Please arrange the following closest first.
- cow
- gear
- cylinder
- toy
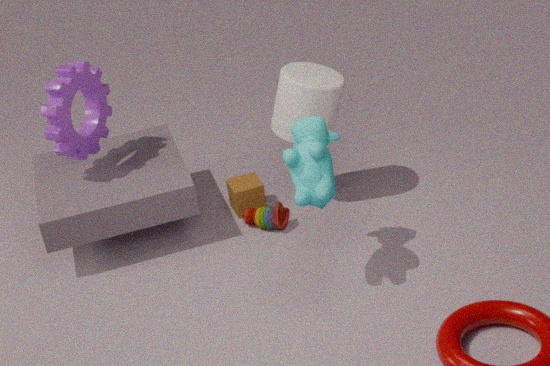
cow < gear < cylinder < toy
